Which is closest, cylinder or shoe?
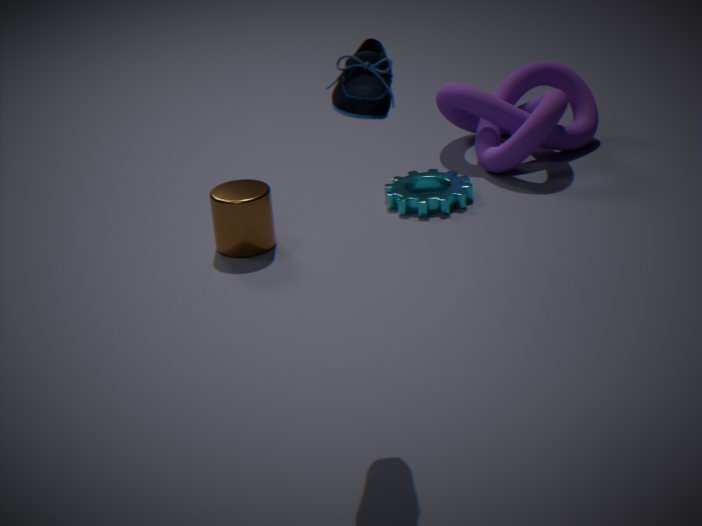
shoe
